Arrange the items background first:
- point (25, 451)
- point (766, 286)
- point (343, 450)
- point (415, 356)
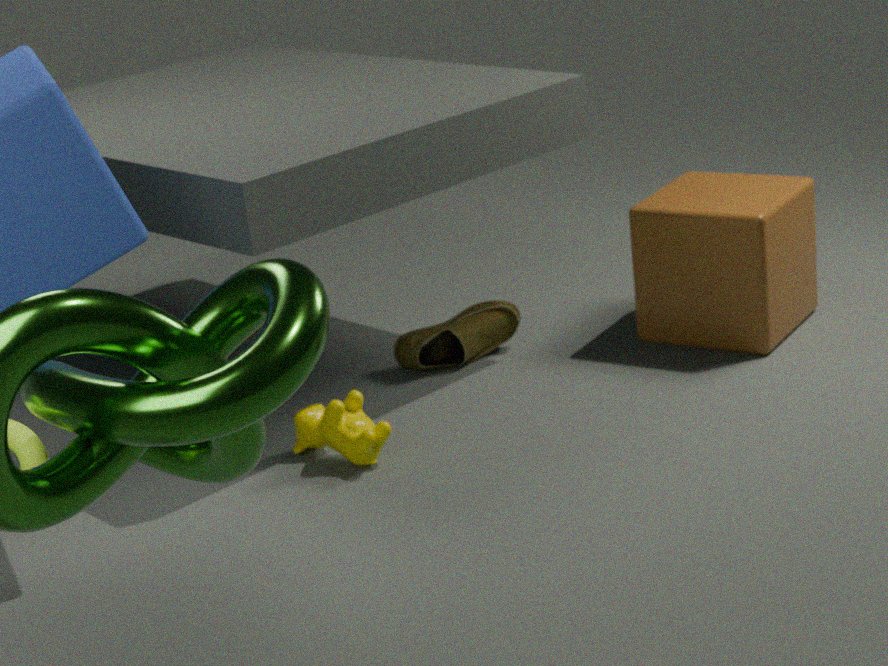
1. point (415, 356)
2. point (766, 286)
3. point (343, 450)
4. point (25, 451)
